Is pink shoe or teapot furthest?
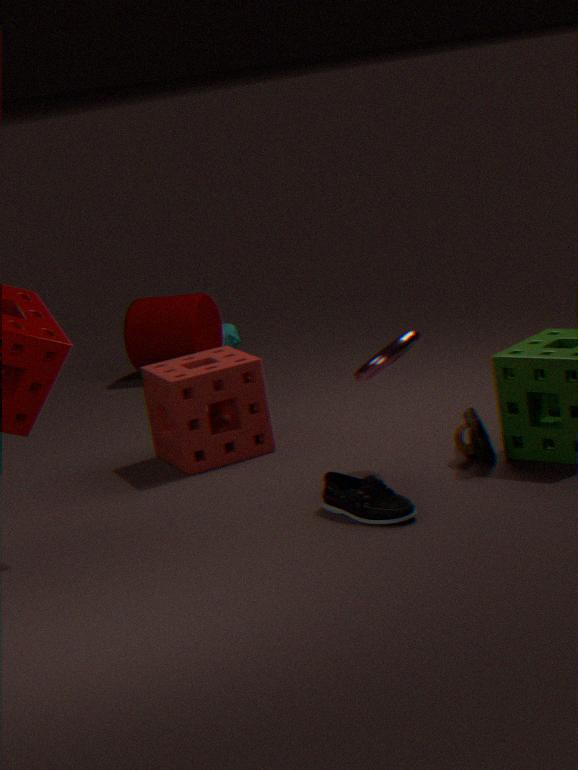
teapot
